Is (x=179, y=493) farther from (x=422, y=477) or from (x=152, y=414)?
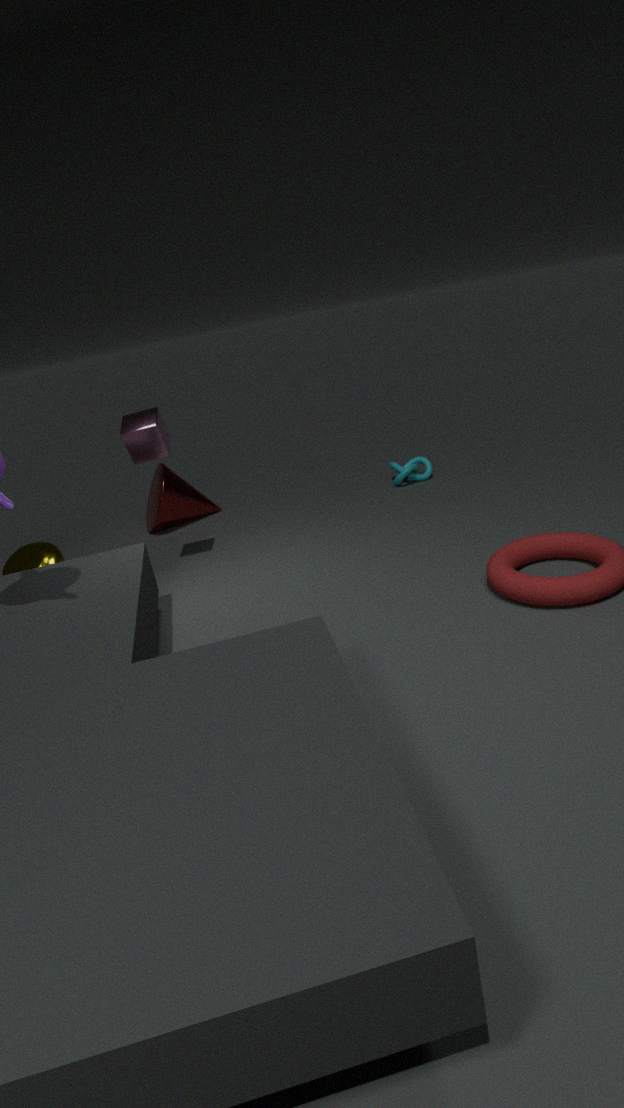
(x=422, y=477)
